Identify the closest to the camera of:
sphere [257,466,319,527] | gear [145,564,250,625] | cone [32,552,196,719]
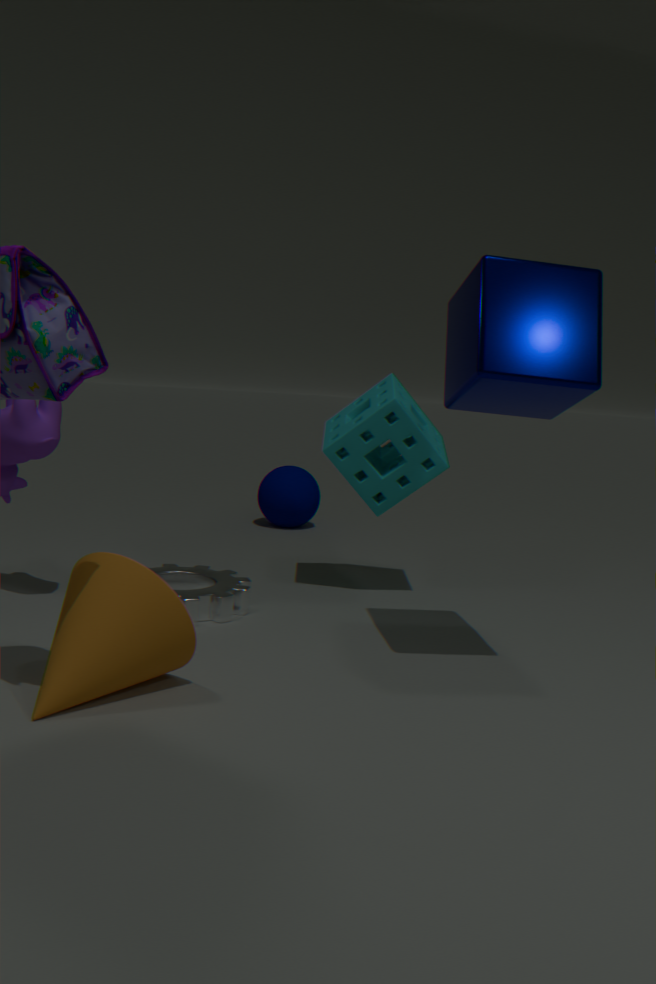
cone [32,552,196,719]
